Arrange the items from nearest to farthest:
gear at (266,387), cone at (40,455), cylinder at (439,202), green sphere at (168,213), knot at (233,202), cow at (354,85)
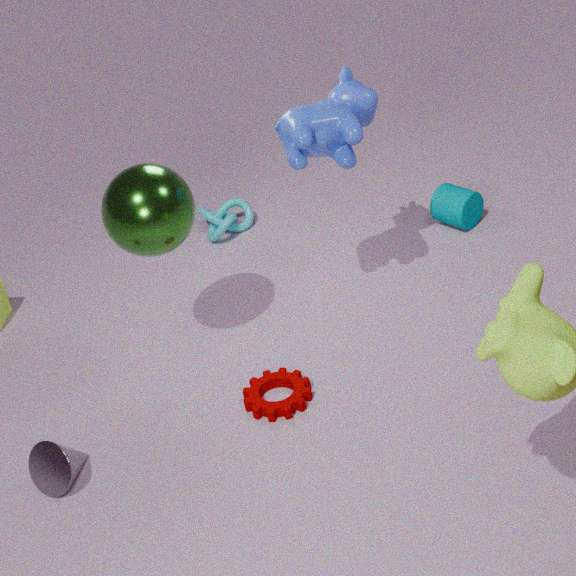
cone at (40,455) < green sphere at (168,213) < cow at (354,85) < gear at (266,387) < cylinder at (439,202) < knot at (233,202)
